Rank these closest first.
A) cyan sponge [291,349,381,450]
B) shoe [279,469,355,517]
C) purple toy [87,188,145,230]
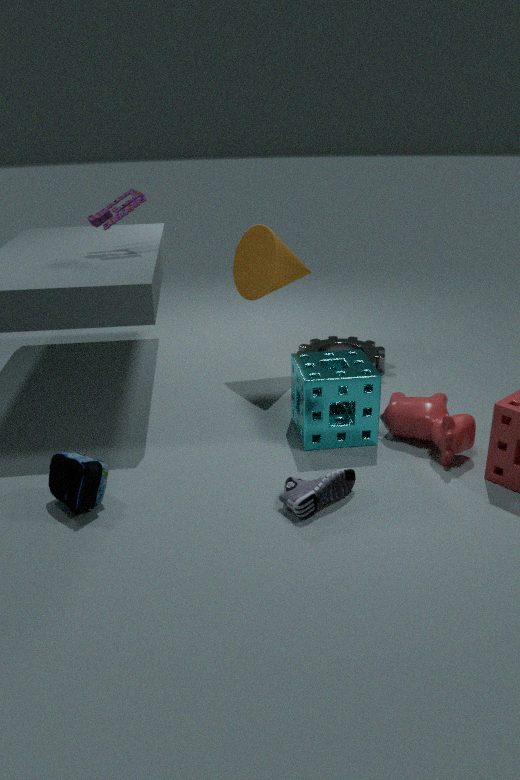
shoe [279,469,355,517]
cyan sponge [291,349,381,450]
purple toy [87,188,145,230]
